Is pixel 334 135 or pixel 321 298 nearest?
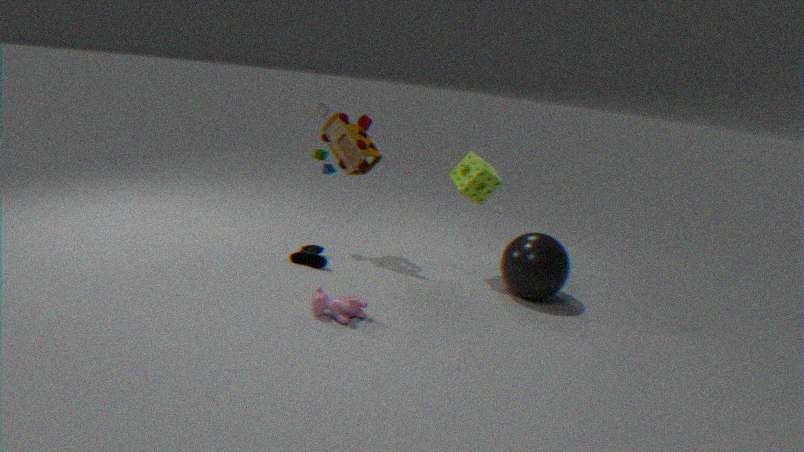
pixel 321 298
